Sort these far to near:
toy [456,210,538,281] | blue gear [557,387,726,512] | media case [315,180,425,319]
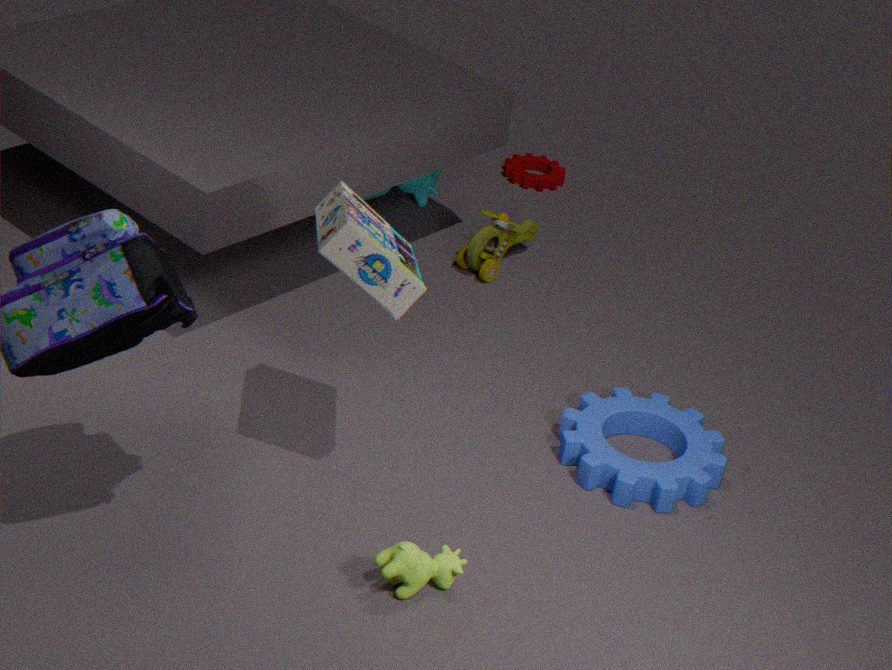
toy [456,210,538,281], blue gear [557,387,726,512], media case [315,180,425,319]
